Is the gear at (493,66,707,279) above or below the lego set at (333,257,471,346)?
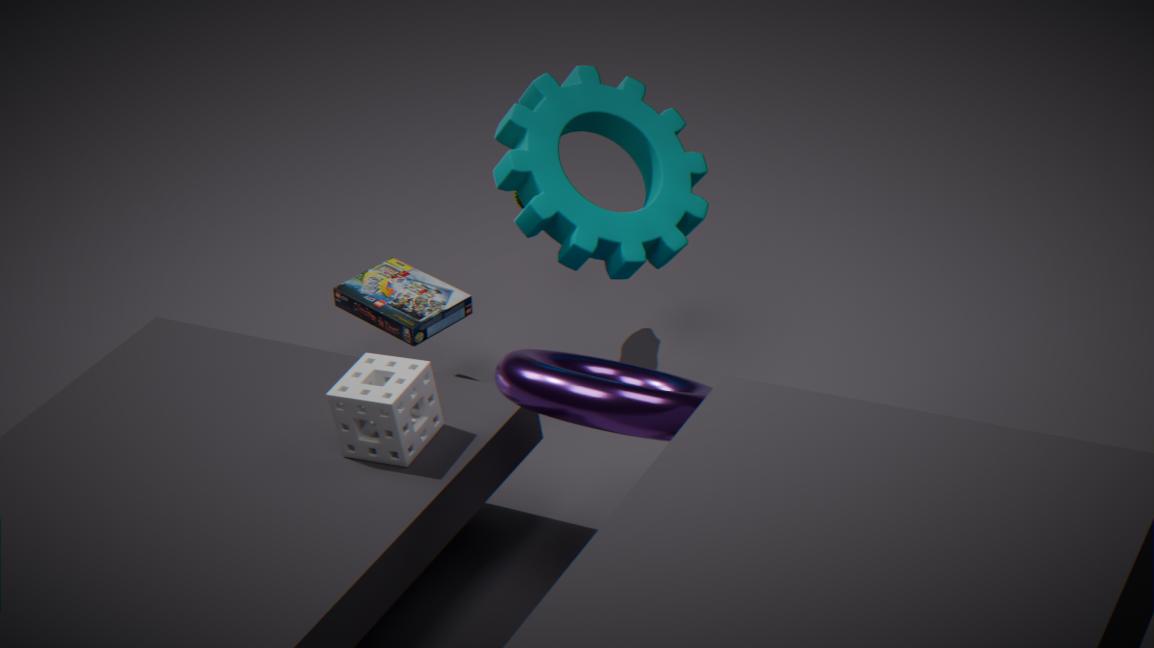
above
